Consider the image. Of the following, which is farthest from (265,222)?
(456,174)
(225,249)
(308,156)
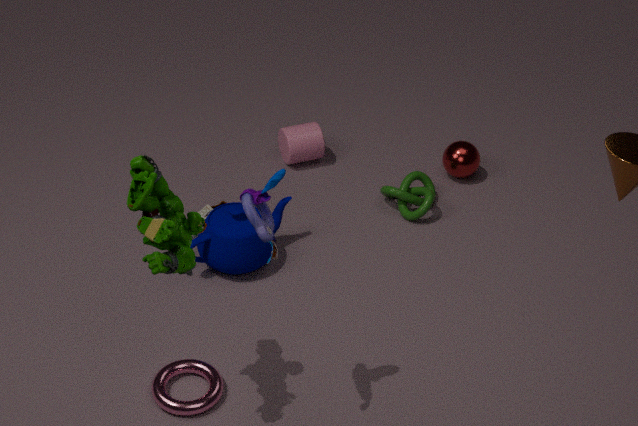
(456,174)
